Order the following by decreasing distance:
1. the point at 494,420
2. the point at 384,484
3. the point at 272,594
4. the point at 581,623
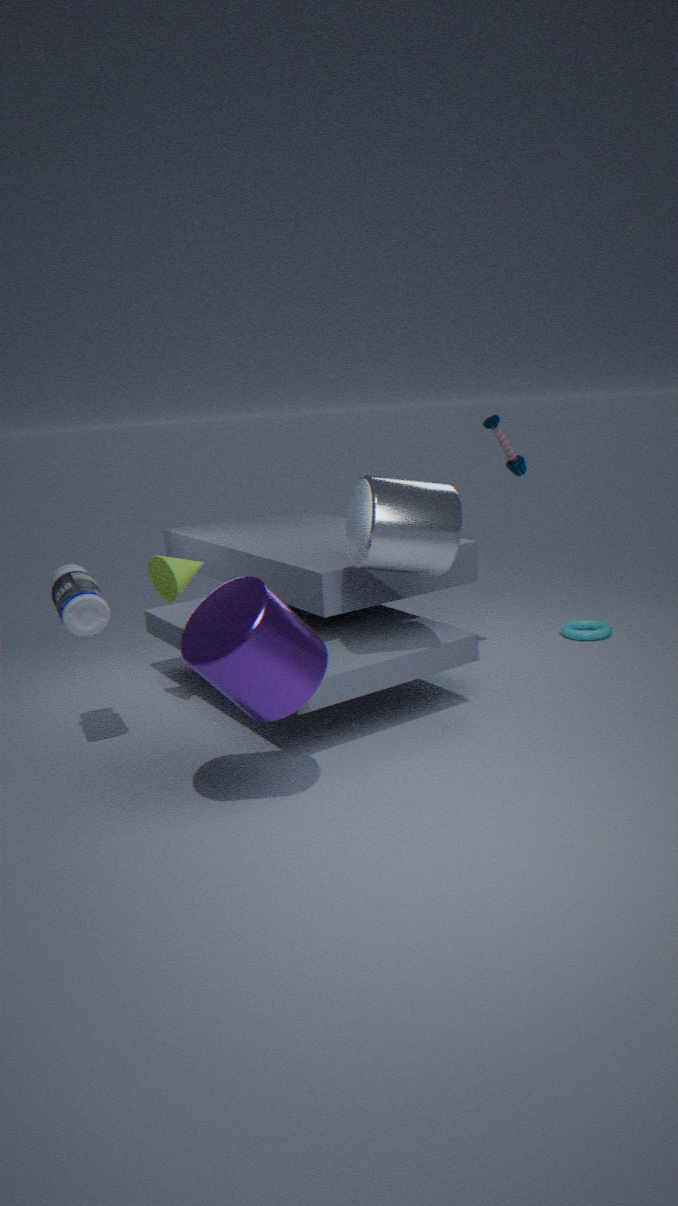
the point at 581,623
the point at 494,420
the point at 384,484
the point at 272,594
